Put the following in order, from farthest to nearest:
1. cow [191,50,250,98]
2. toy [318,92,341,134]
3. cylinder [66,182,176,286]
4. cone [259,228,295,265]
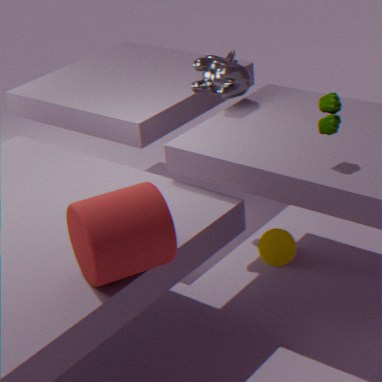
cone [259,228,295,265], cow [191,50,250,98], toy [318,92,341,134], cylinder [66,182,176,286]
